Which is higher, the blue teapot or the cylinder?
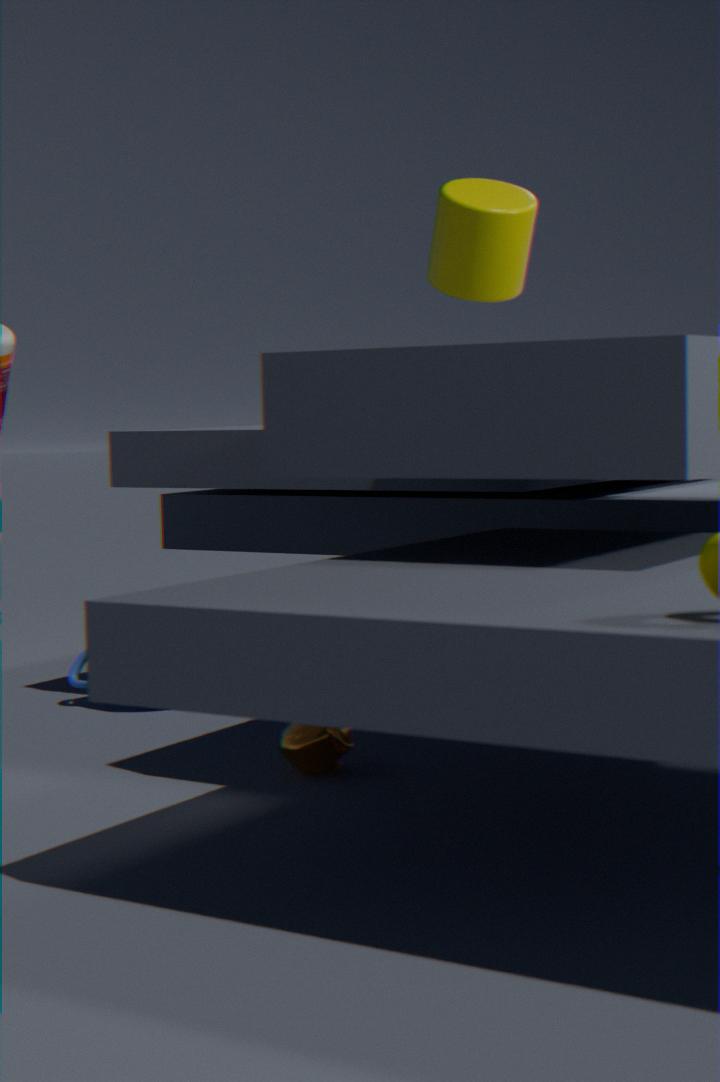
the cylinder
